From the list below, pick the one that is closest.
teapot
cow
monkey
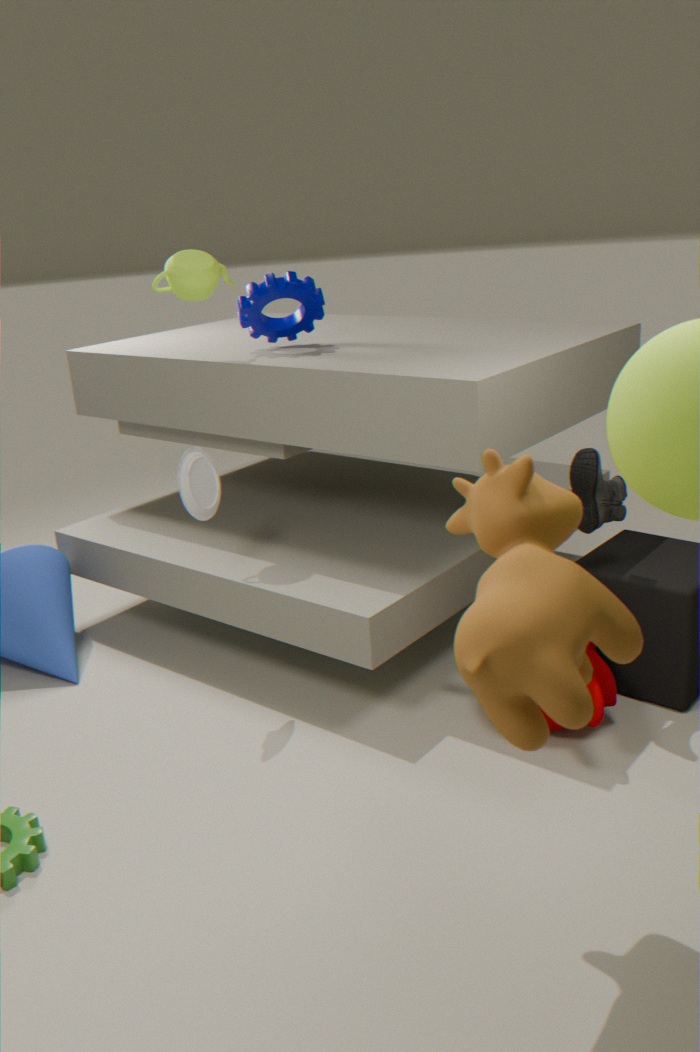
cow
